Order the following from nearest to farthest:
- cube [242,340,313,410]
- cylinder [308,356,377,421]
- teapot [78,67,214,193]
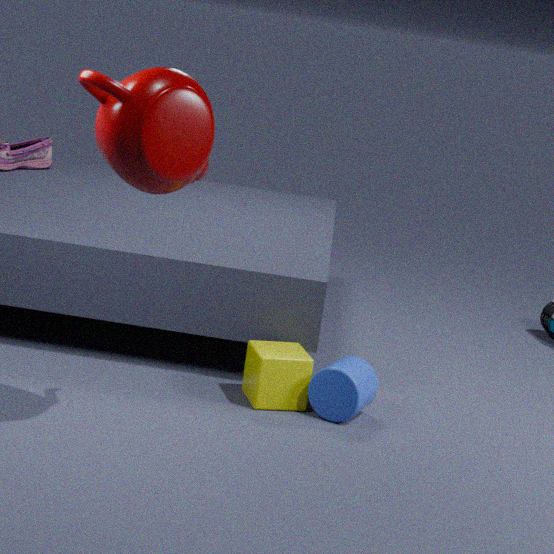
teapot [78,67,214,193]
cylinder [308,356,377,421]
cube [242,340,313,410]
